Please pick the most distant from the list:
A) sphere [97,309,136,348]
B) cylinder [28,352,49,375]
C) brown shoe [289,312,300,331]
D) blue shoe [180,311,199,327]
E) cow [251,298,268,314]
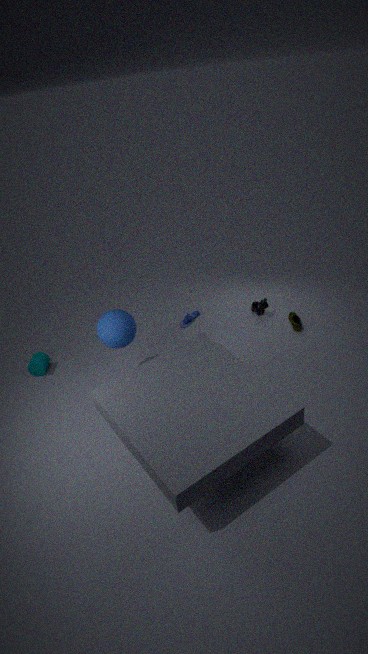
blue shoe [180,311,199,327]
